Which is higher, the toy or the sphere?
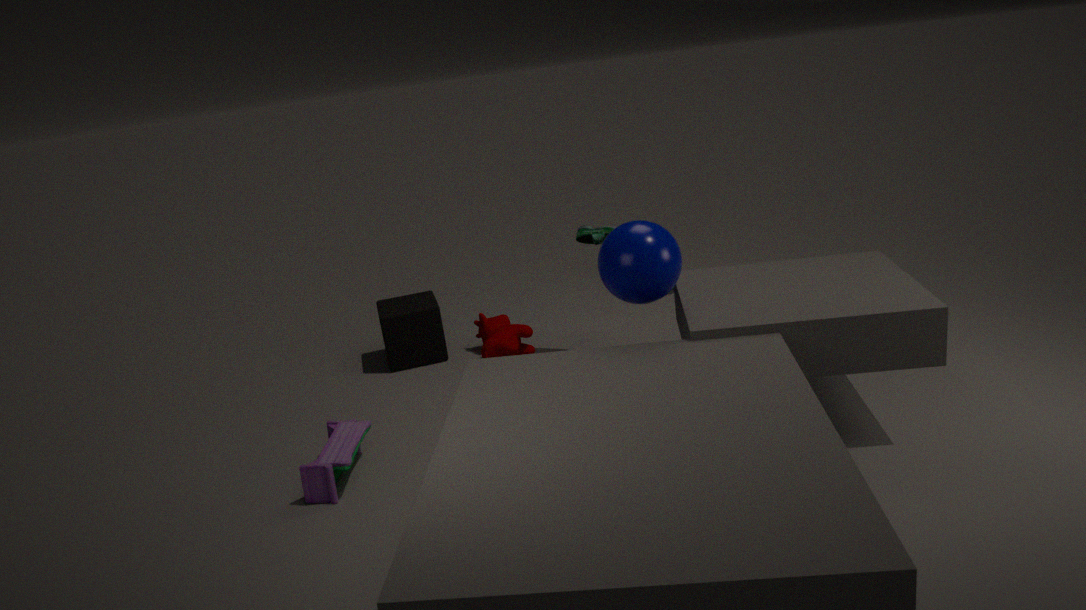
the sphere
